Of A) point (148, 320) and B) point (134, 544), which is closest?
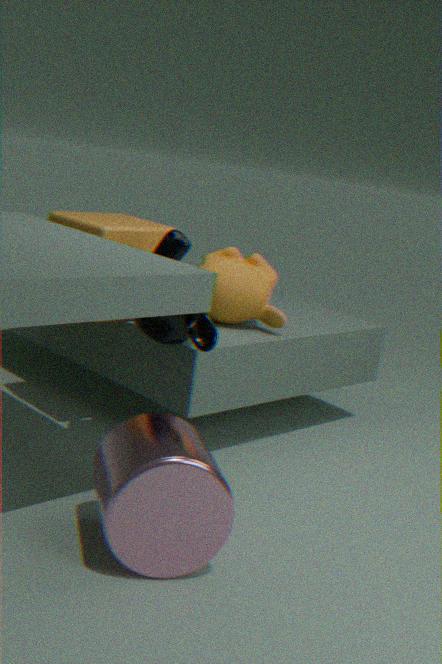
B. point (134, 544)
